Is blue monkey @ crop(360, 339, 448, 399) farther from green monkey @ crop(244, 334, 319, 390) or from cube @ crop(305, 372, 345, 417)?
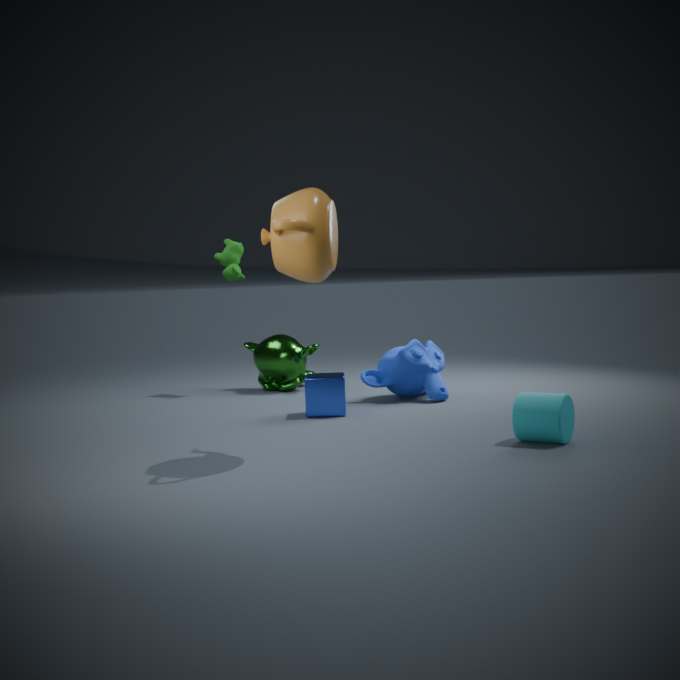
green monkey @ crop(244, 334, 319, 390)
